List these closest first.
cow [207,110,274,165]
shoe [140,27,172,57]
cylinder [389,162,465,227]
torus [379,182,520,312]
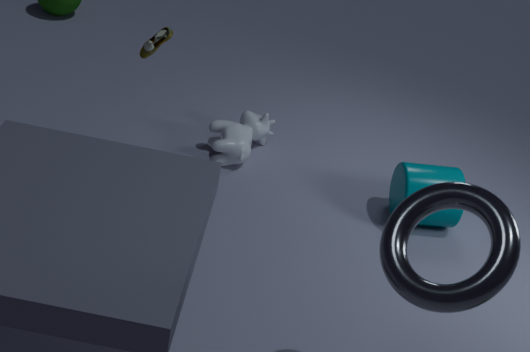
torus [379,182,520,312] → shoe [140,27,172,57] → cylinder [389,162,465,227] → cow [207,110,274,165]
